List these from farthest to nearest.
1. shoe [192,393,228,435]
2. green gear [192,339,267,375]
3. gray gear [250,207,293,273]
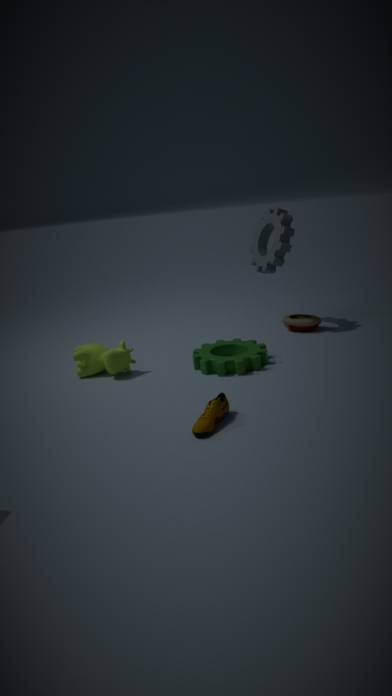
gray gear [250,207,293,273]
green gear [192,339,267,375]
shoe [192,393,228,435]
